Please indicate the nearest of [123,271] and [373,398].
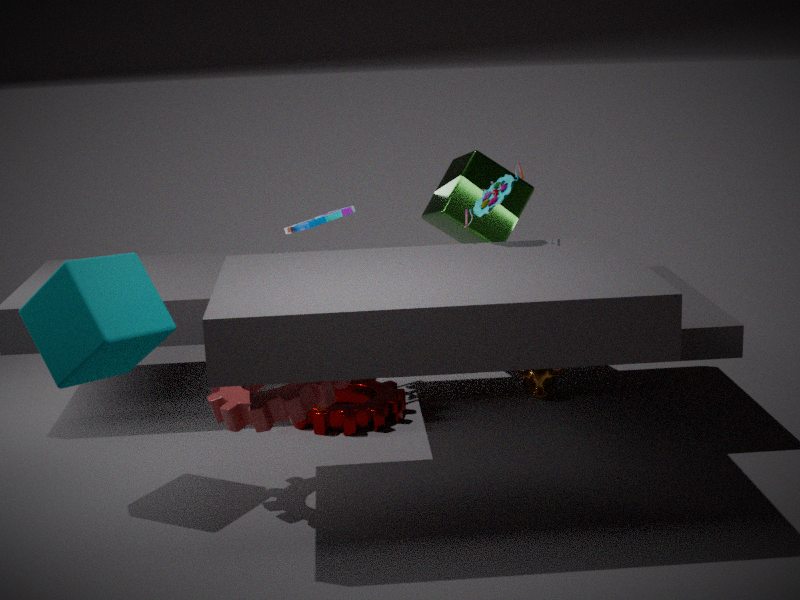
[123,271]
